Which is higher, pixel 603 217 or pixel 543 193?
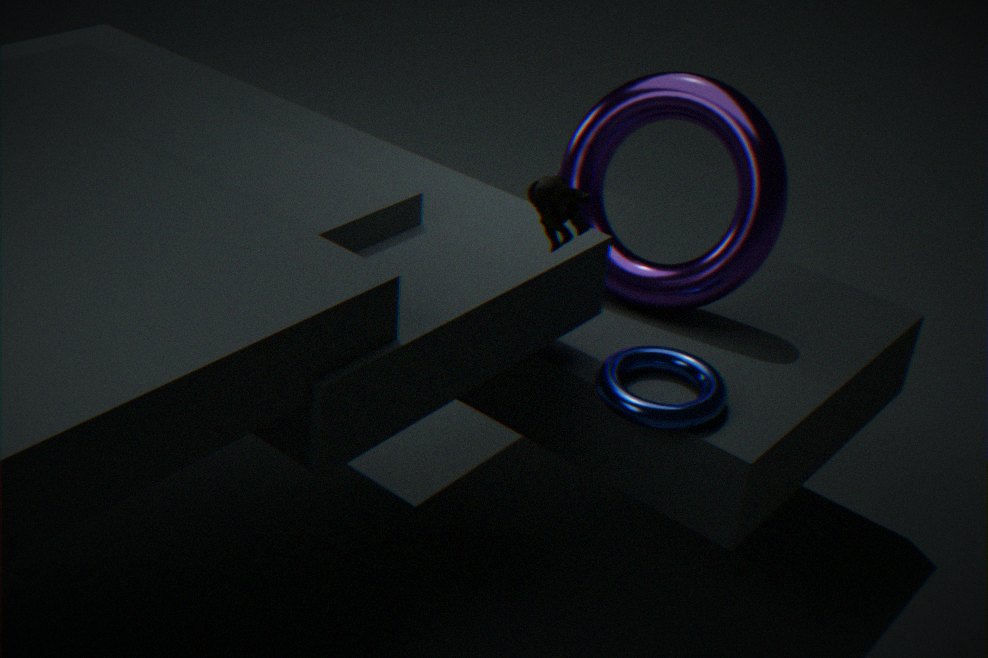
pixel 543 193
